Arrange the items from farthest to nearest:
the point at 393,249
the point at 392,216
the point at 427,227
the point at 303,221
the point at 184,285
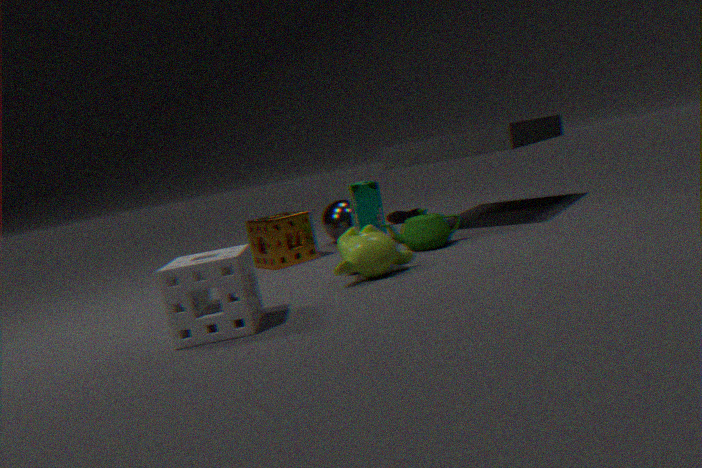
the point at 392,216, the point at 303,221, the point at 427,227, the point at 393,249, the point at 184,285
